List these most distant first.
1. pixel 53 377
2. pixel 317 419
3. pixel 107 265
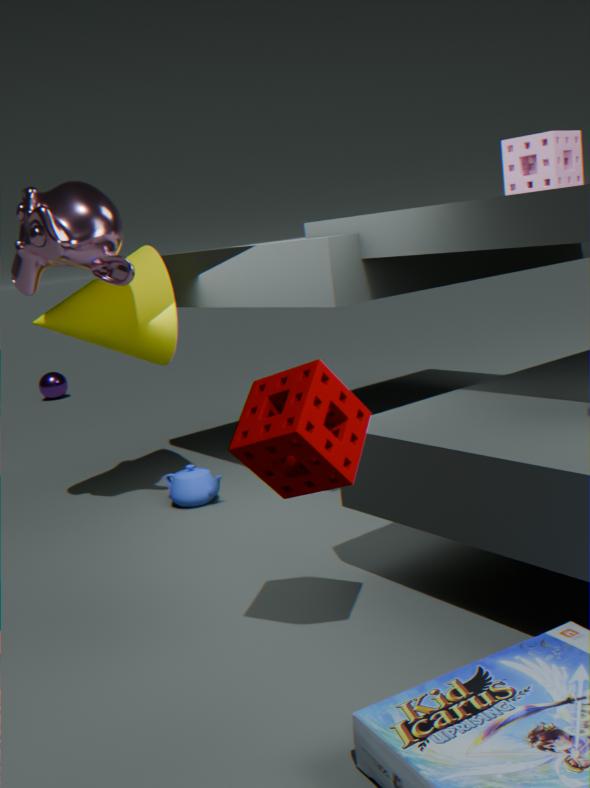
pixel 53 377
pixel 107 265
pixel 317 419
